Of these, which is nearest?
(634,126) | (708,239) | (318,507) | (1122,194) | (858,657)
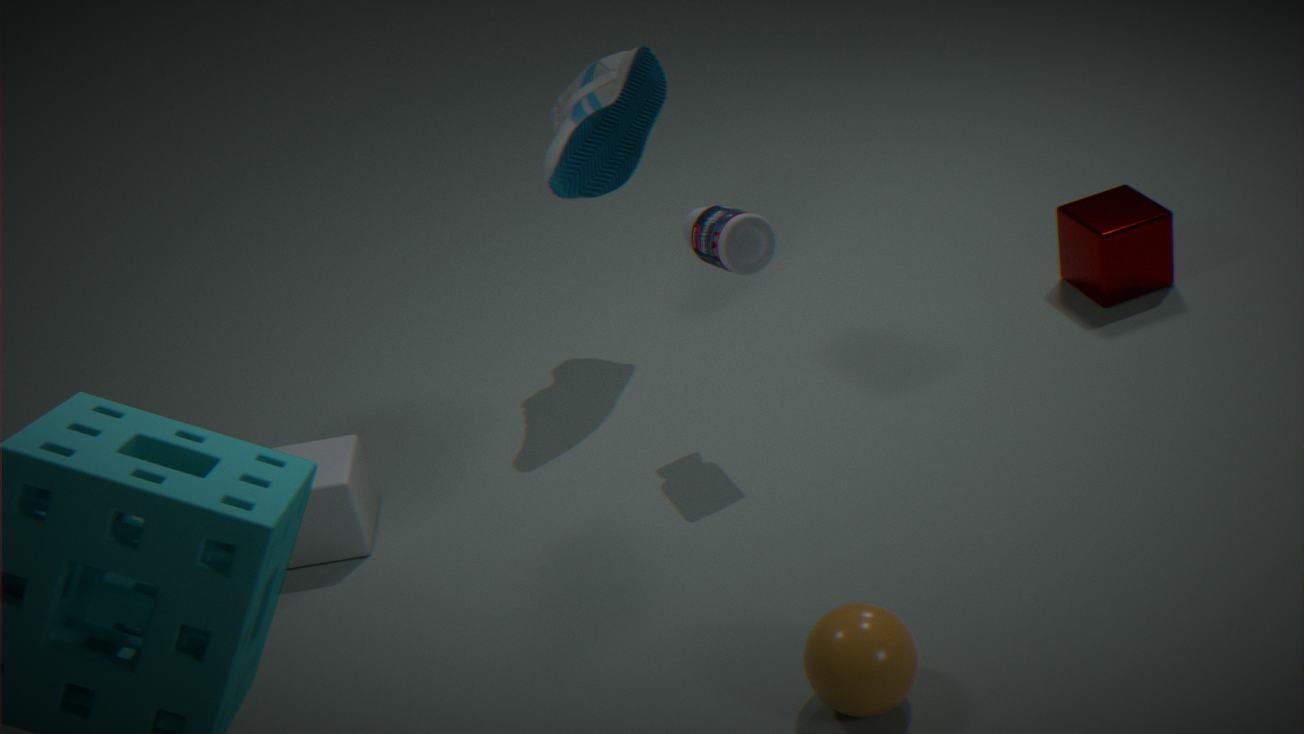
(858,657)
